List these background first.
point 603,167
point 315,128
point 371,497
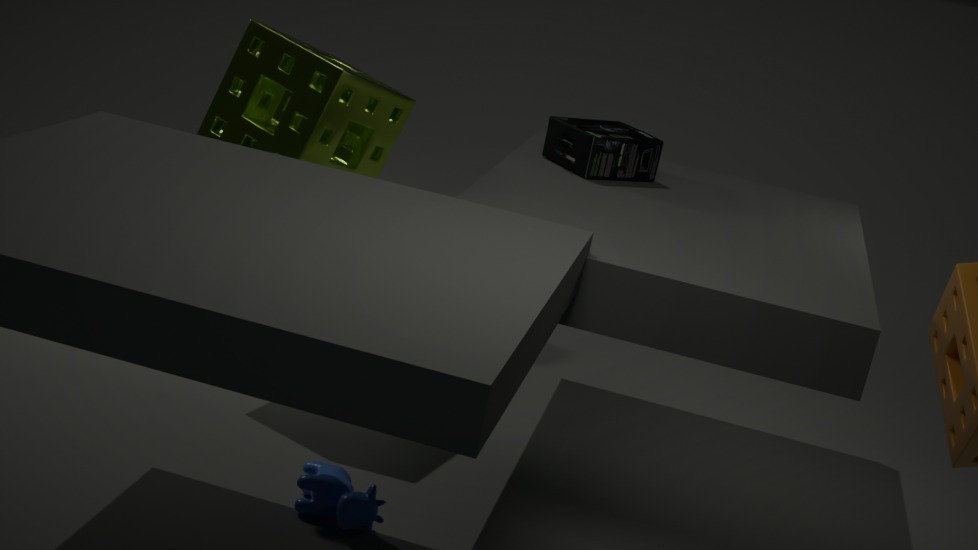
1. point 603,167
2. point 315,128
3. point 371,497
